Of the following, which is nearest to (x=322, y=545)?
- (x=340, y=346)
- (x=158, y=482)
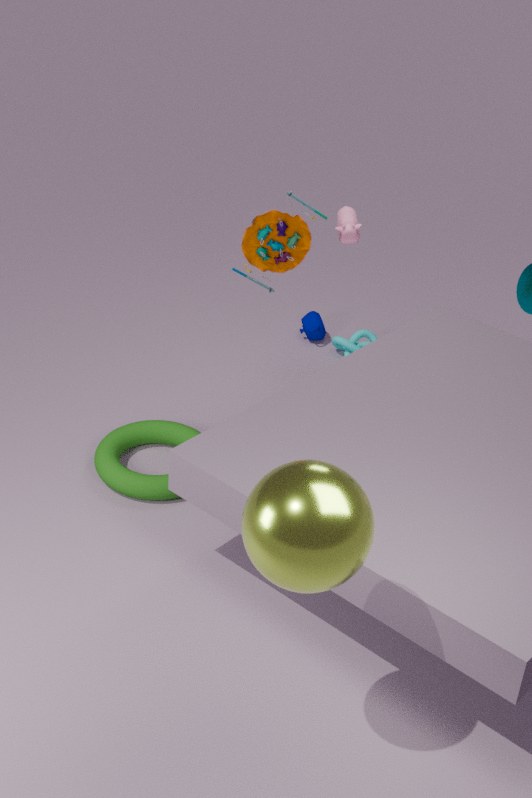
(x=158, y=482)
